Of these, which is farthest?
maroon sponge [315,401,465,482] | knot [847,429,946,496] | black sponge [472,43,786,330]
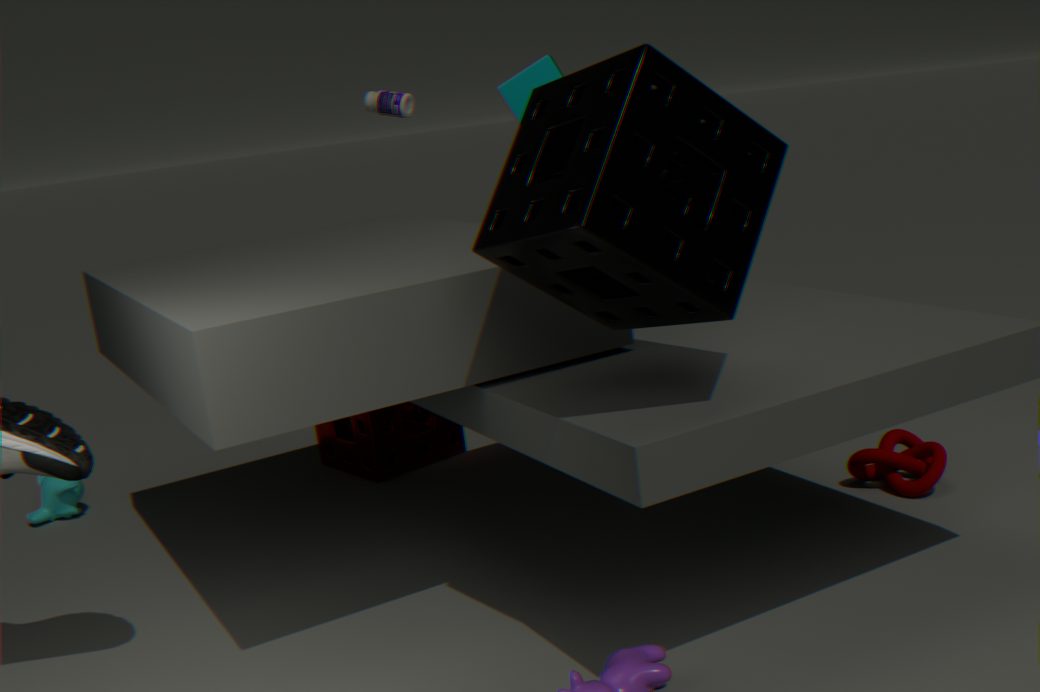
maroon sponge [315,401,465,482]
